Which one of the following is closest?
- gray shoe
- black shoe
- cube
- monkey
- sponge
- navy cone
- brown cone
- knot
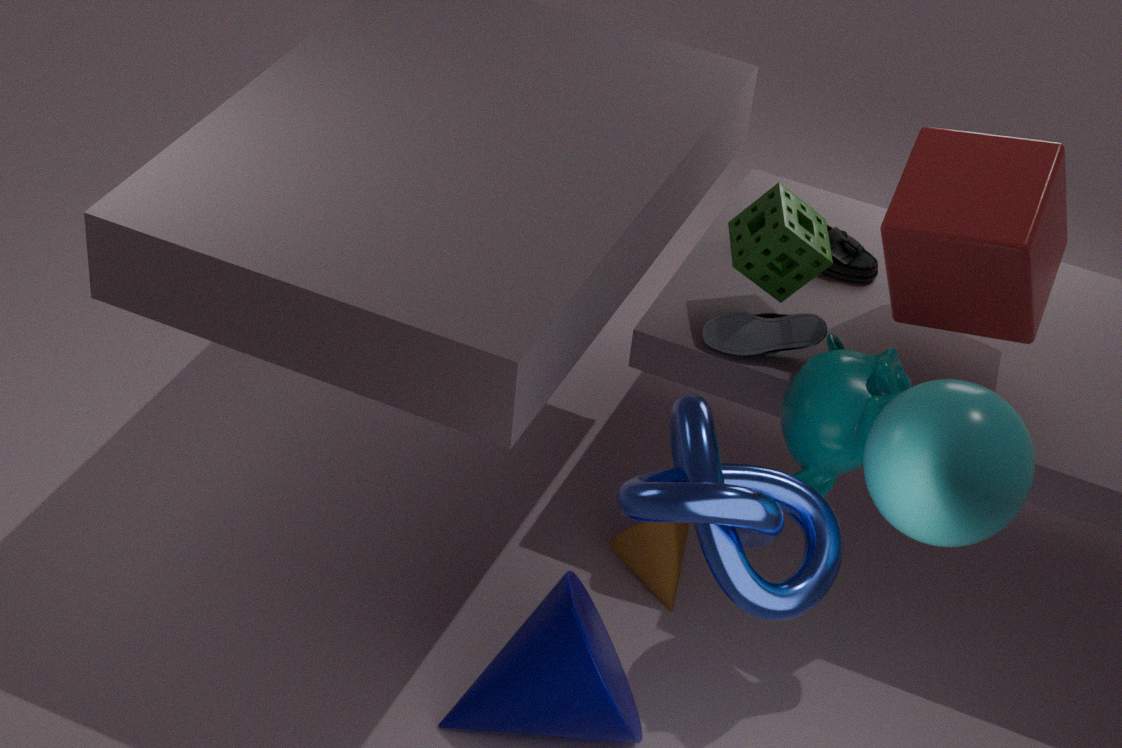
knot
